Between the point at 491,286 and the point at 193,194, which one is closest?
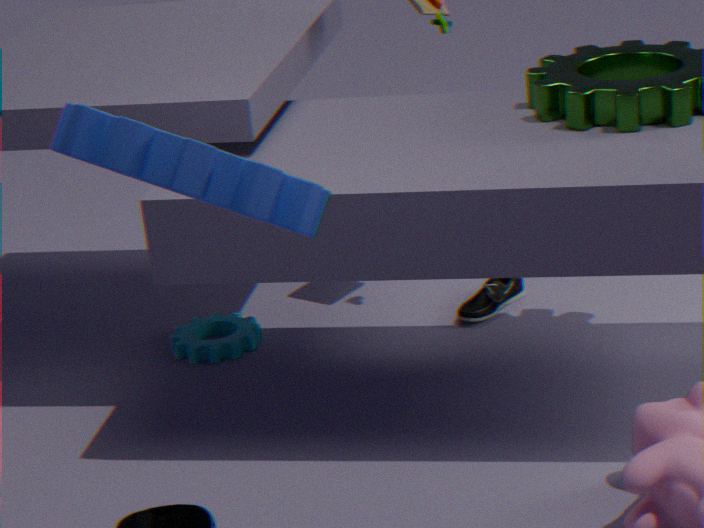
the point at 193,194
